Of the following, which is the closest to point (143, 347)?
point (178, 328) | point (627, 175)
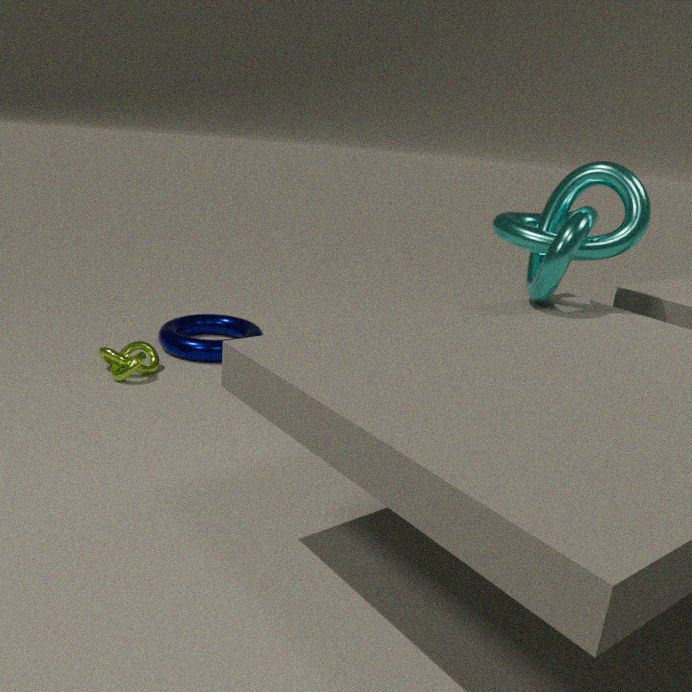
point (178, 328)
